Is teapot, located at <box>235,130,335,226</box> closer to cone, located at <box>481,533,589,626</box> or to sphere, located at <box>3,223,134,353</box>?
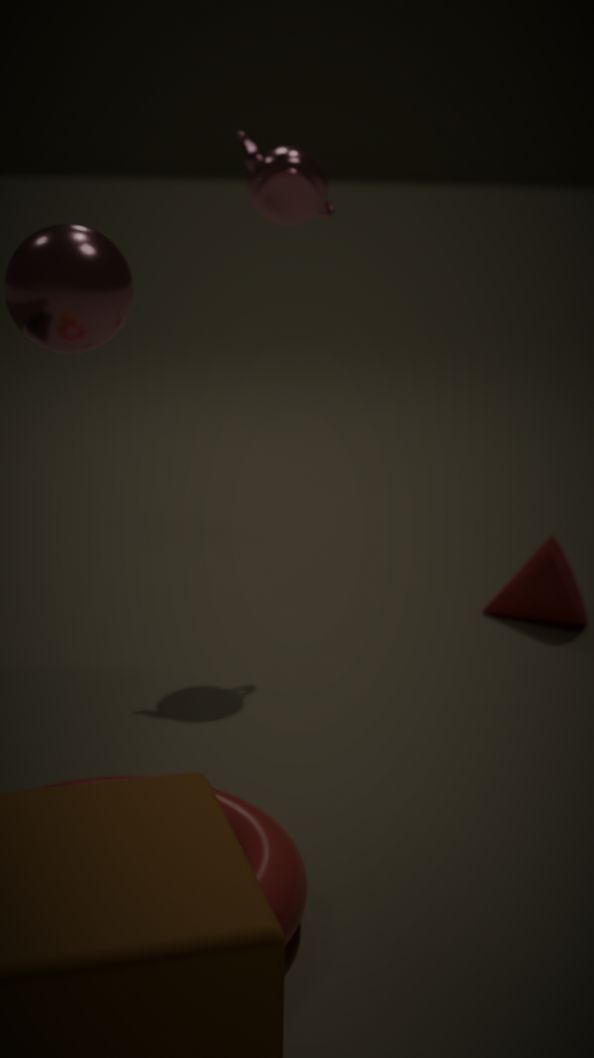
cone, located at <box>481,533,589,626</box>
